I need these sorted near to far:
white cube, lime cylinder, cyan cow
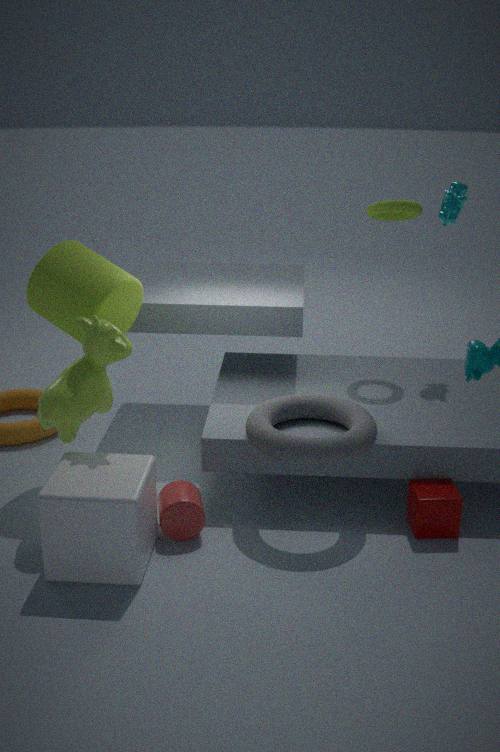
white cube
lime cylinder
cyan cow
